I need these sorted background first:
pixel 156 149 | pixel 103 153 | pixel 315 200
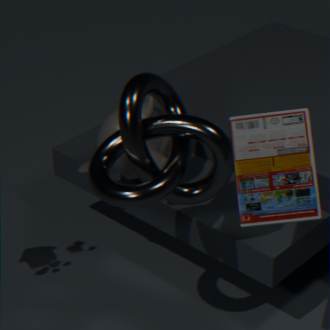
pixel 156 149 < pixel 103 153 < pixel 315 200
